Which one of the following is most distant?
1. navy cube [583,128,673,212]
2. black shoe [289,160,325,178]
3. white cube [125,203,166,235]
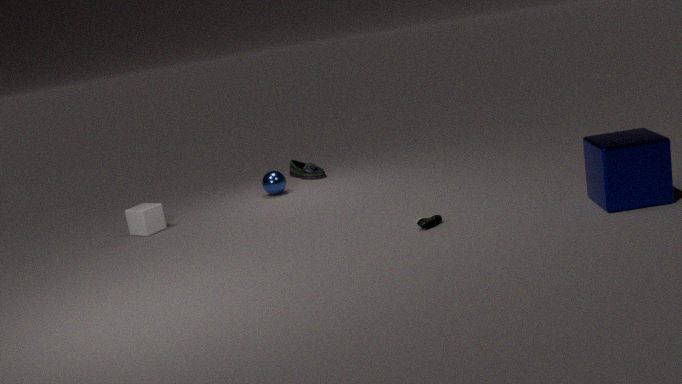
black shoe [289,160,325,178]
